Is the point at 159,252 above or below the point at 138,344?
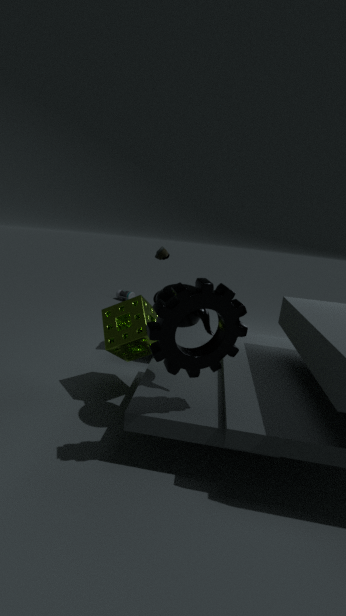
above
